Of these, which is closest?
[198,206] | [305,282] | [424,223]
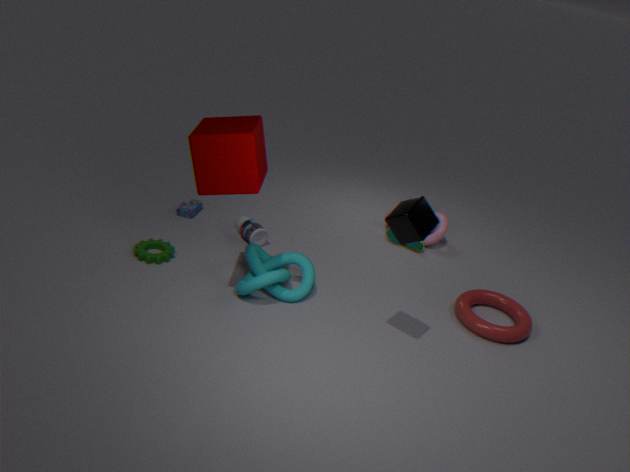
[424,223]
